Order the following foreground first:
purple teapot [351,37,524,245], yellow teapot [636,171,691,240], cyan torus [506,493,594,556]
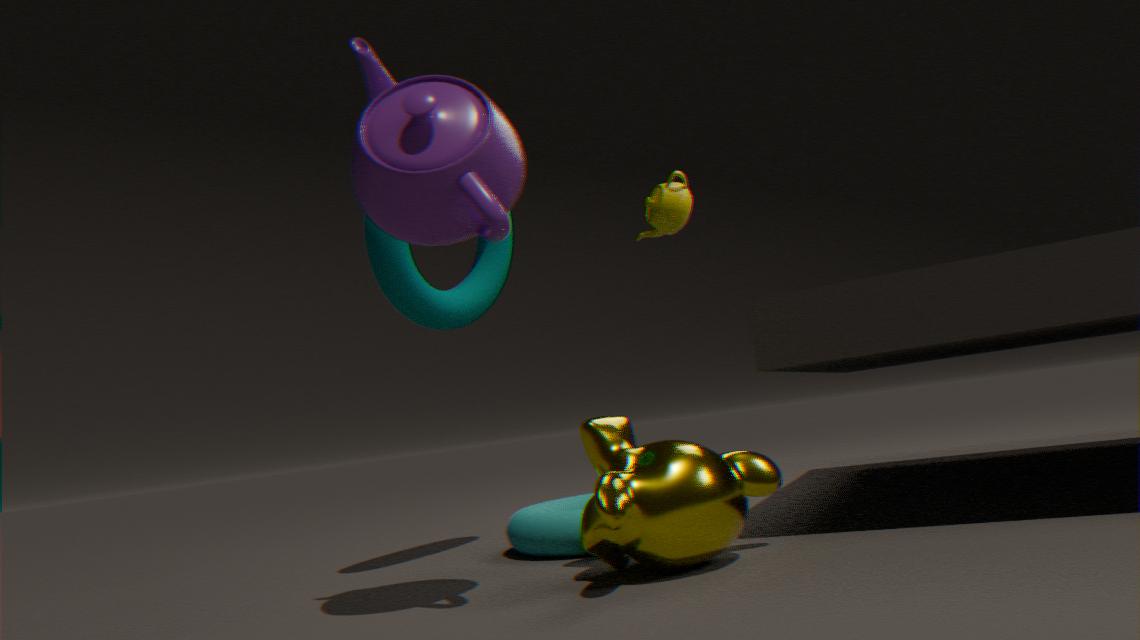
purple teapot [351,37,524,245]
cyan torus [506,493,594,556]
yellow teapot [636,171,691,240]
